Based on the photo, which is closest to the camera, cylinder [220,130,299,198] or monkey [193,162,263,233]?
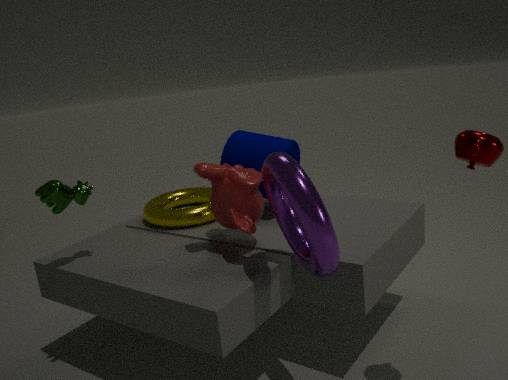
monkey [193,162,263,233]
